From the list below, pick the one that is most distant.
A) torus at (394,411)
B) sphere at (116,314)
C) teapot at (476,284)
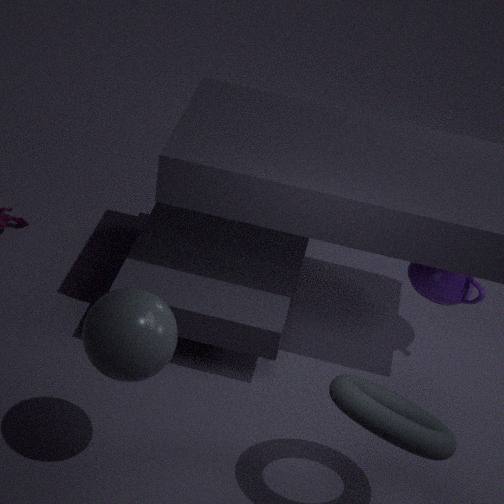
teapot at (476,284)
